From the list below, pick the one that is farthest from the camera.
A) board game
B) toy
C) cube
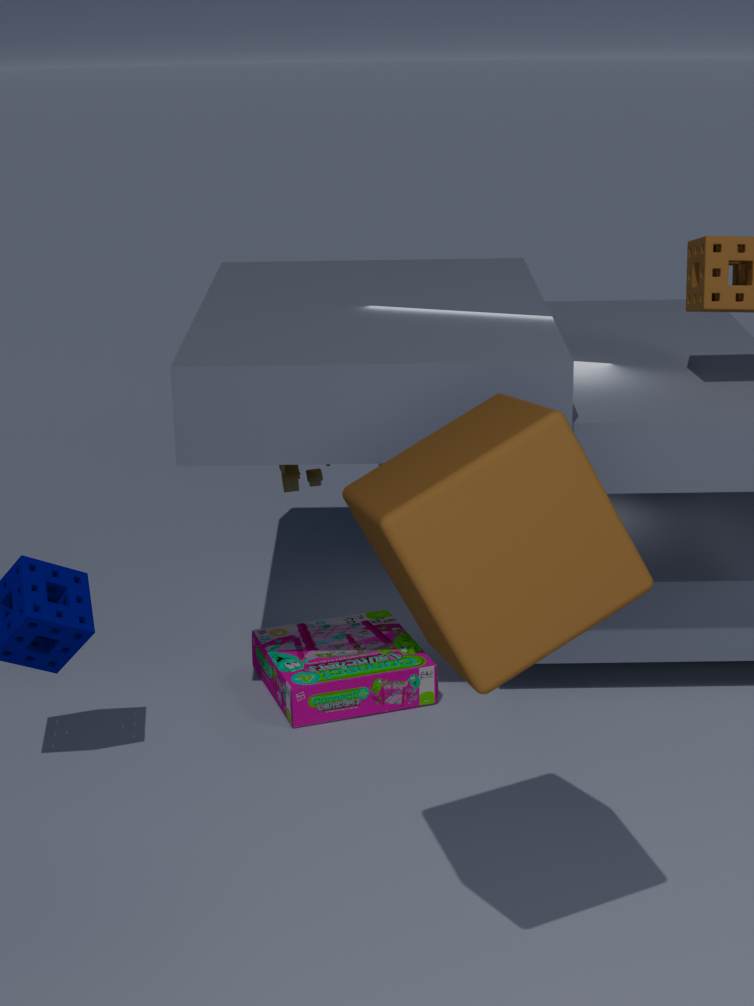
toy
